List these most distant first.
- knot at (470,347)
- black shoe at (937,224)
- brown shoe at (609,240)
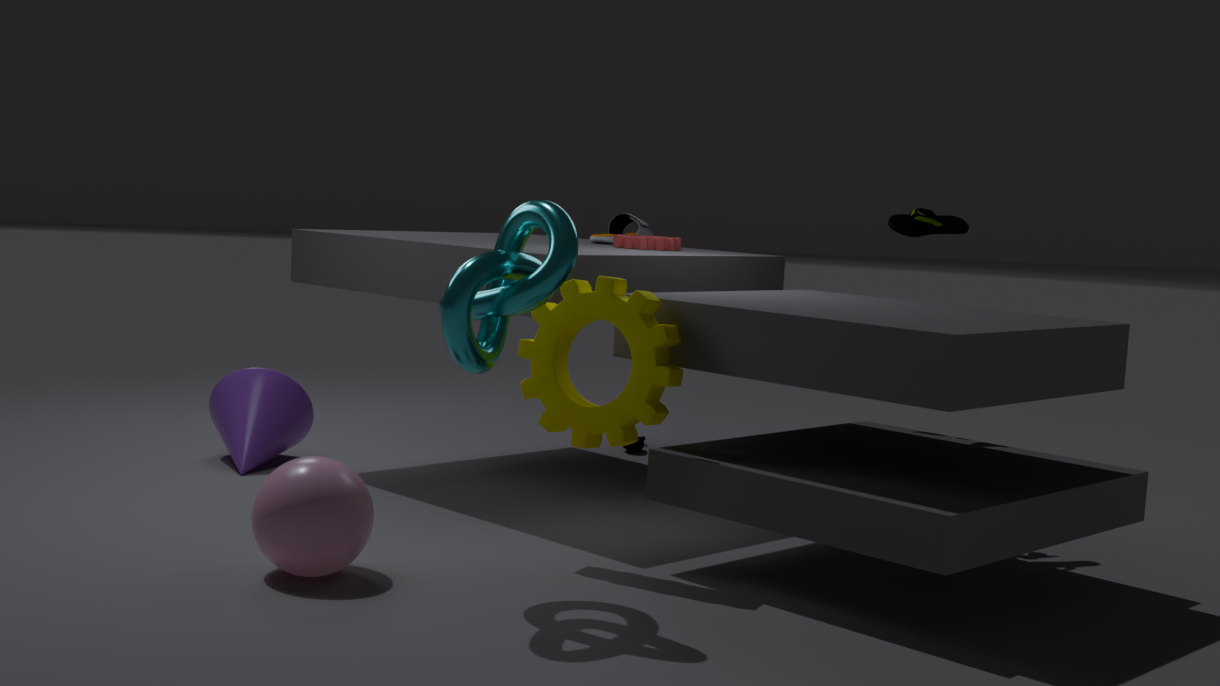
brown shoe at (609,240) → black shoe at (937,224) → knot at (470,347)
